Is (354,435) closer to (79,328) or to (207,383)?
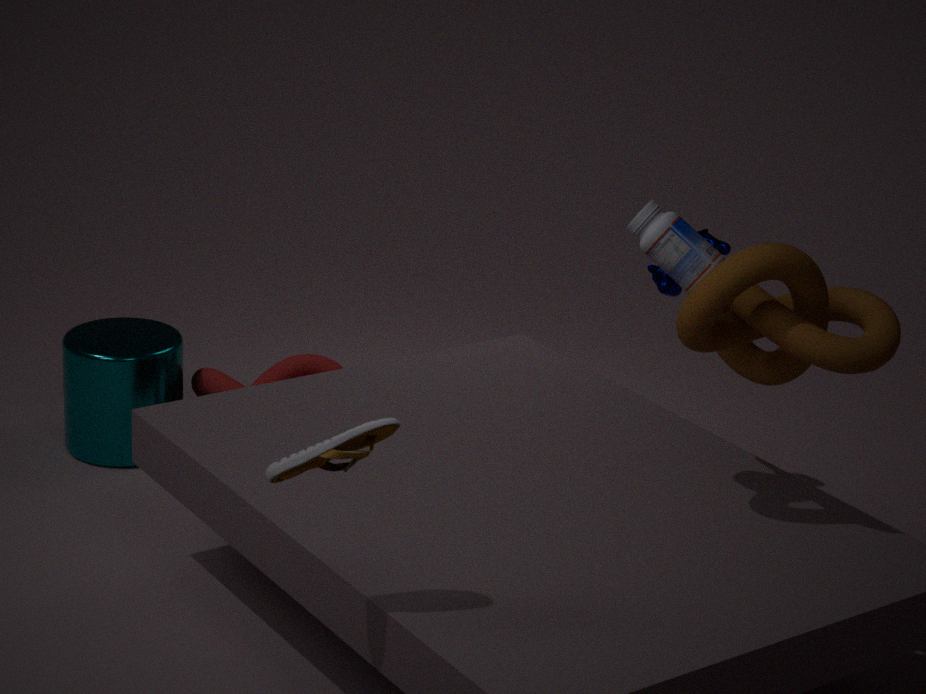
(207,383)
